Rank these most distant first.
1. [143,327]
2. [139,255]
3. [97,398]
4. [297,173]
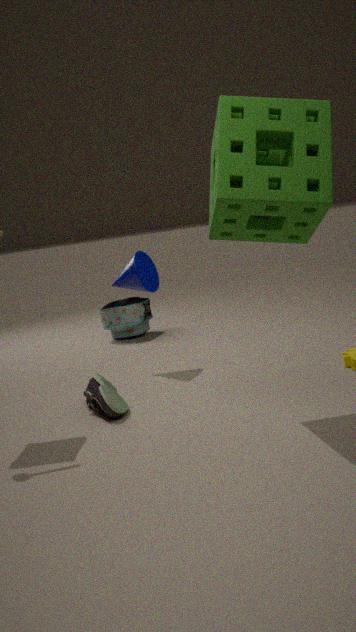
[143,327] → [139,255] → [97,398] → [297,173]
